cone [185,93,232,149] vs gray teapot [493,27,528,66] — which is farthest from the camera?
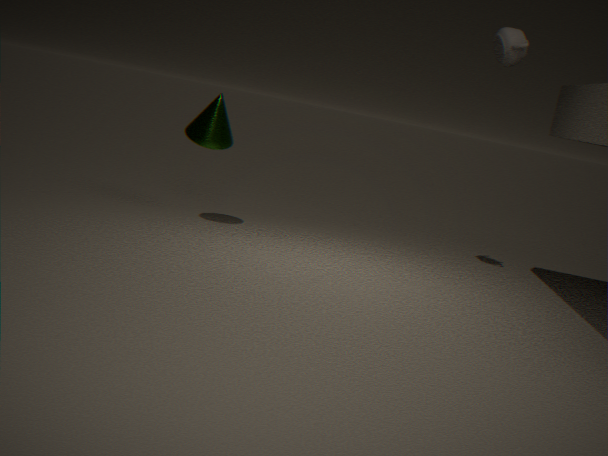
cone [185,93,232,149]
